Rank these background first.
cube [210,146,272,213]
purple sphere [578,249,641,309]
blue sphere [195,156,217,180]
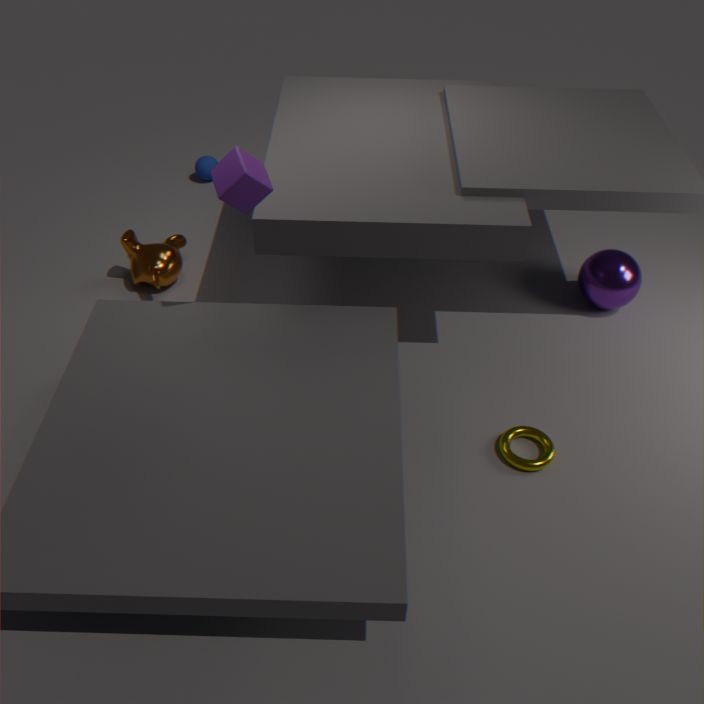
blue sphere [195,156,217,180], purple sphere [578,249,641,309], cube [210,146,272,213]
